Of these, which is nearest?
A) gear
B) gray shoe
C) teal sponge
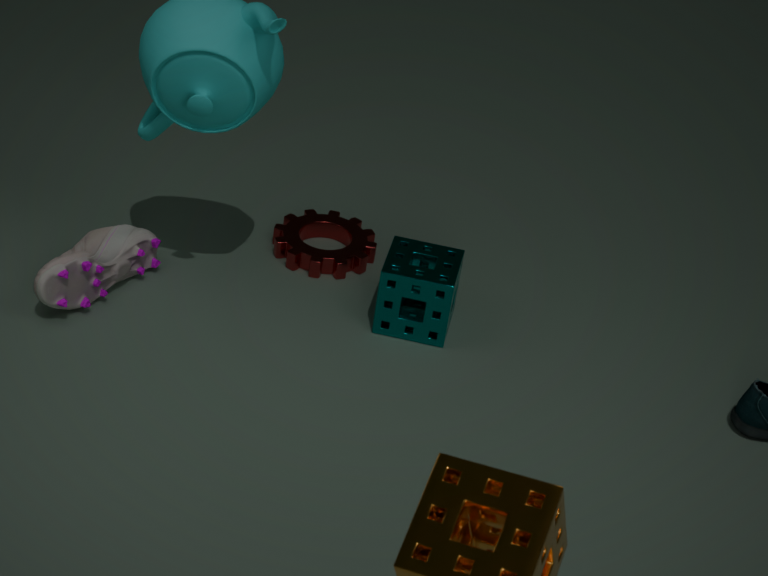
gray shoe
